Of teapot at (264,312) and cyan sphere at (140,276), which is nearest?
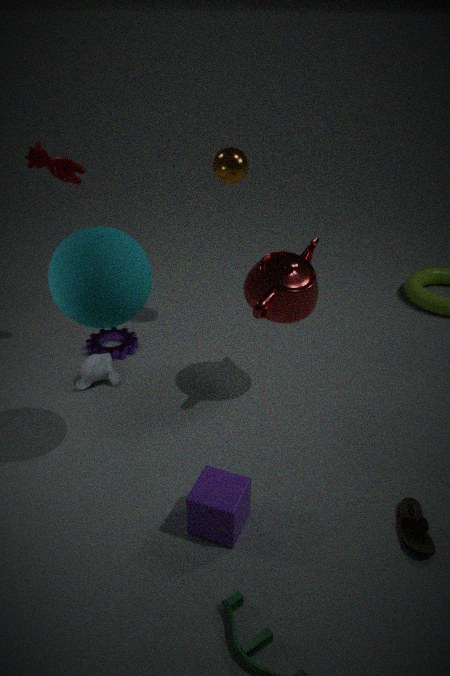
cyan sphere at (140,276)
